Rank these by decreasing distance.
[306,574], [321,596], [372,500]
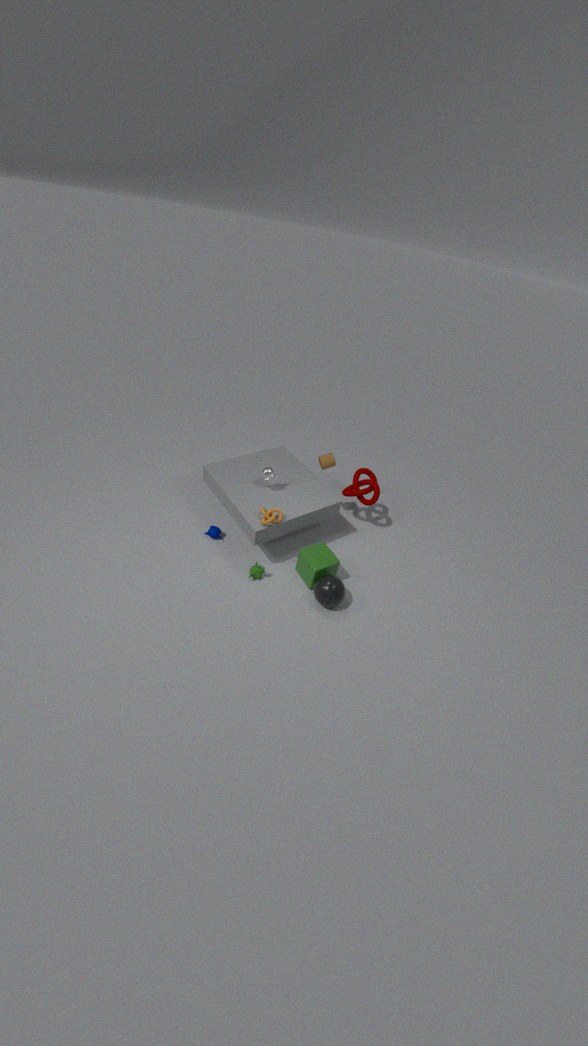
1. [372,500]
2. [306,574]
3. [321,596]
